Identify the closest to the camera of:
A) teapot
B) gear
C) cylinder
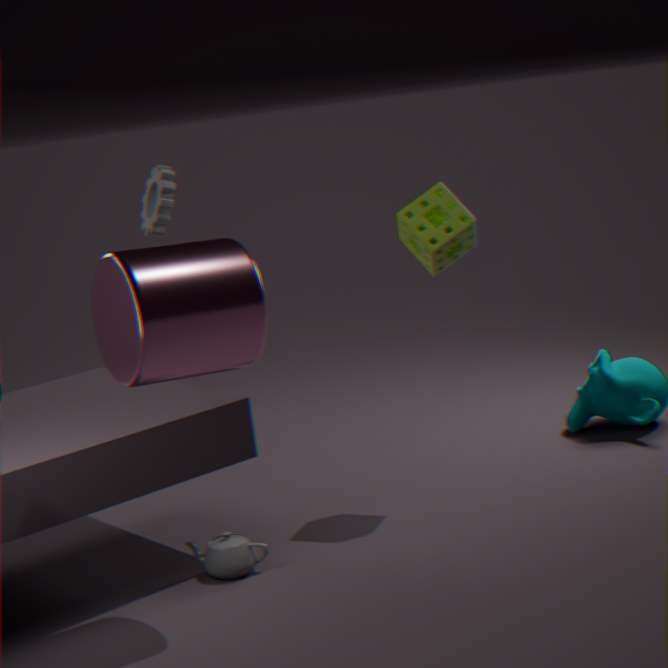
cylinder
